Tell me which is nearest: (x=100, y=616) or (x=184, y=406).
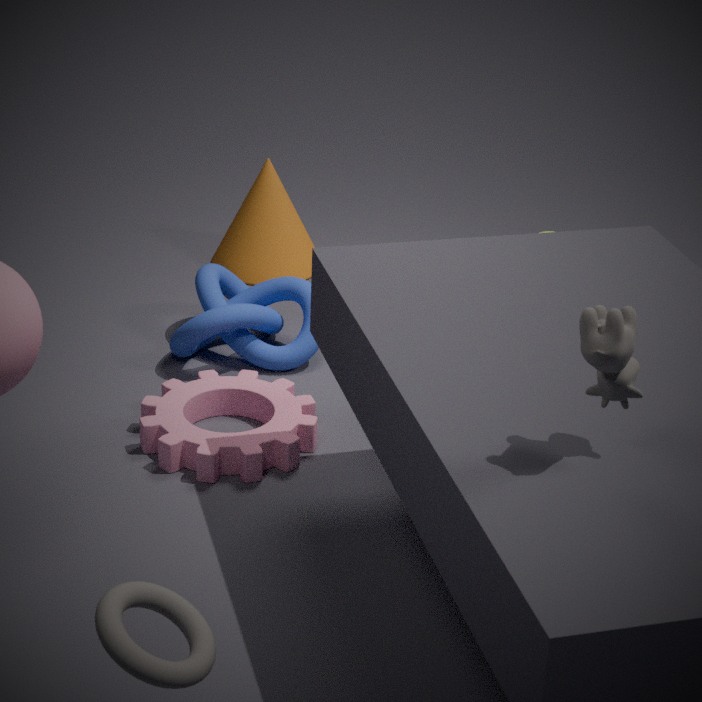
(x=100, y=616)
